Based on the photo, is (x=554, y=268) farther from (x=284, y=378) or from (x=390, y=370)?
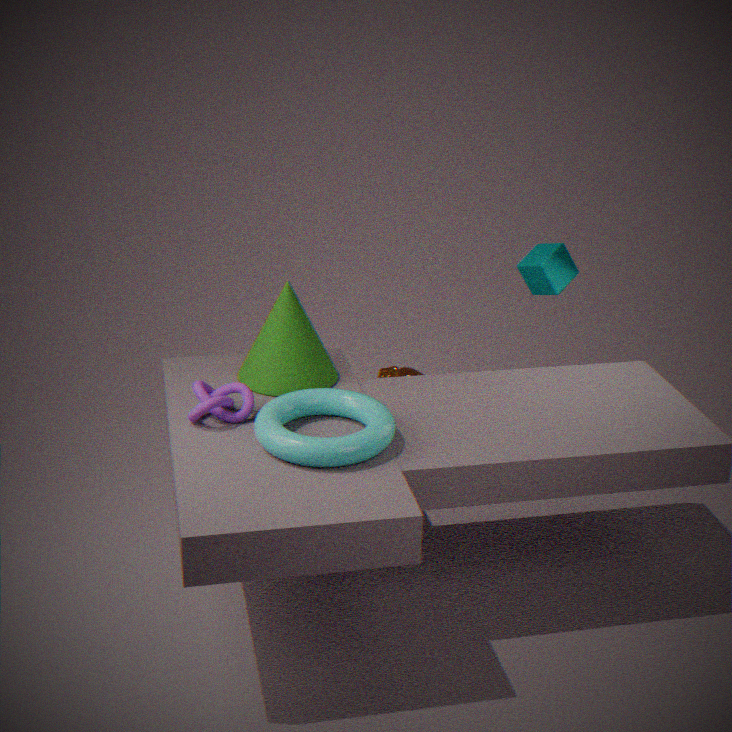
(x=284, y=378)
